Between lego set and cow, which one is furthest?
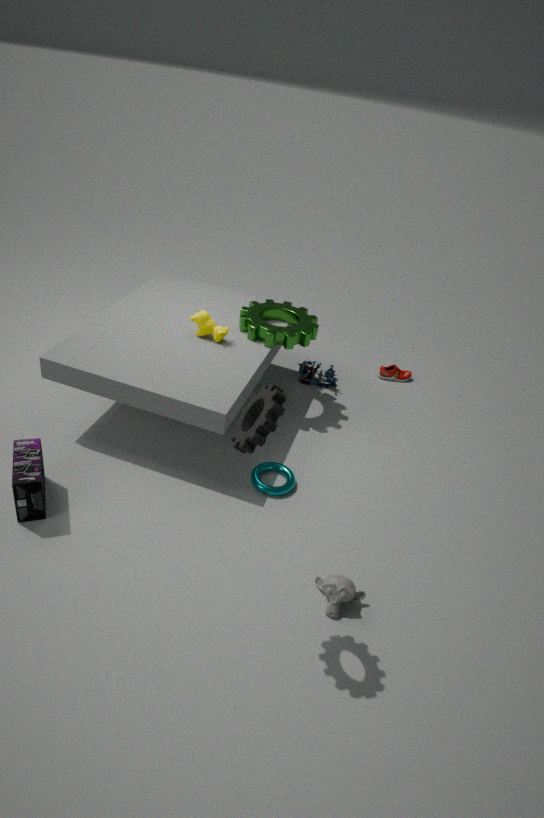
lego set
